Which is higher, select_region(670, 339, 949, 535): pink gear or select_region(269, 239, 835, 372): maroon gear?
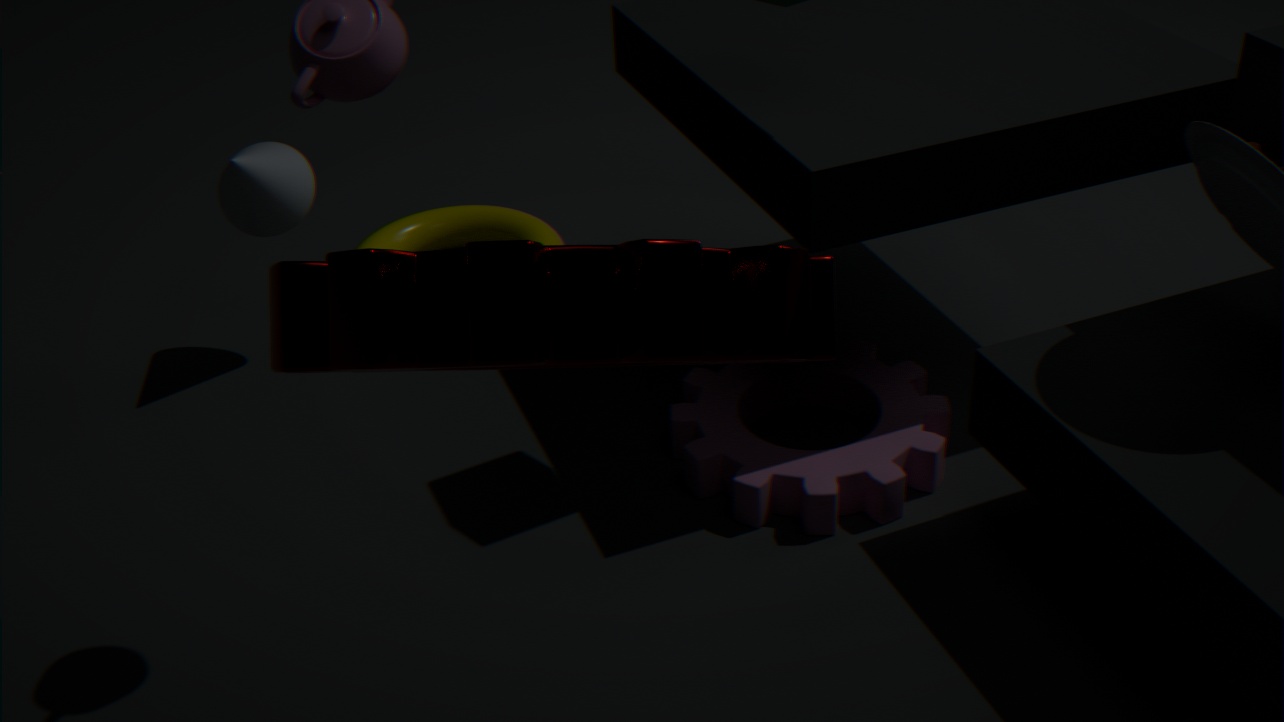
select_region(269, 239, 835, 372): maroon gear
